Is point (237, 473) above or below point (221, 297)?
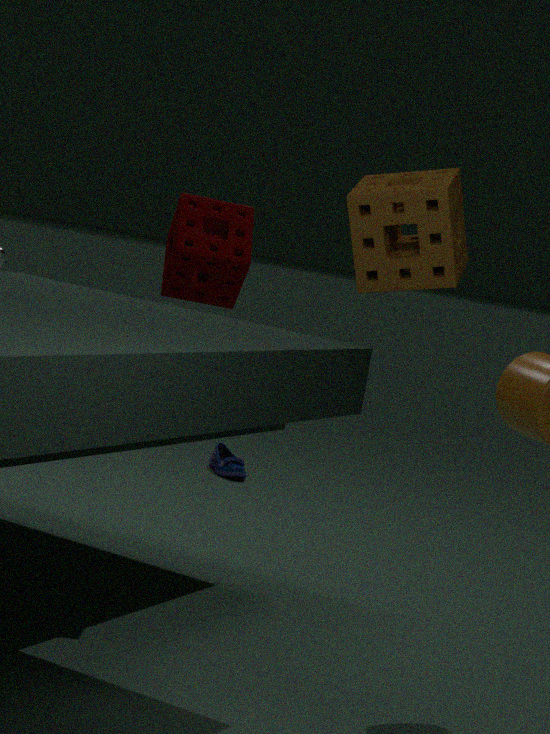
below
